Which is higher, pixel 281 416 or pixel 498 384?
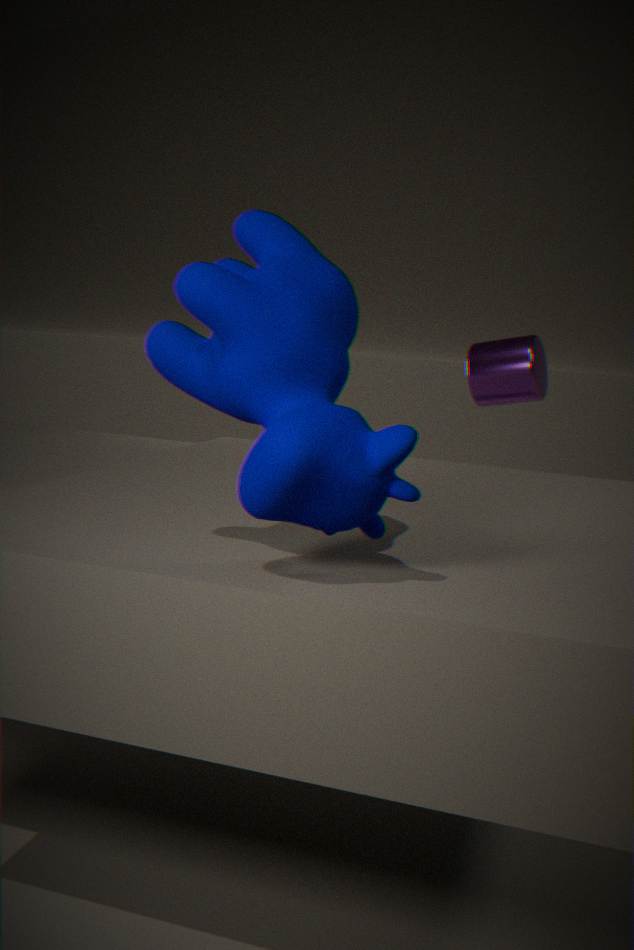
pixel 281 416
